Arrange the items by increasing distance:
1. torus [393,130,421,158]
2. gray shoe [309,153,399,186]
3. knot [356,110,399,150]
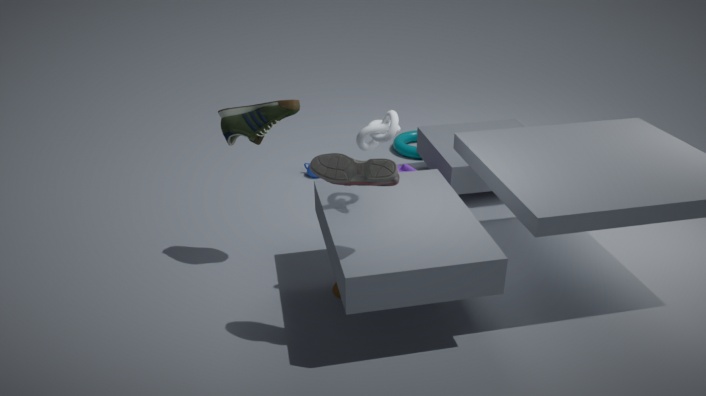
1. gray shoe [309,153,399,186]
2. knot [356,110,399,150]
3. torus [393,130,421,158]
